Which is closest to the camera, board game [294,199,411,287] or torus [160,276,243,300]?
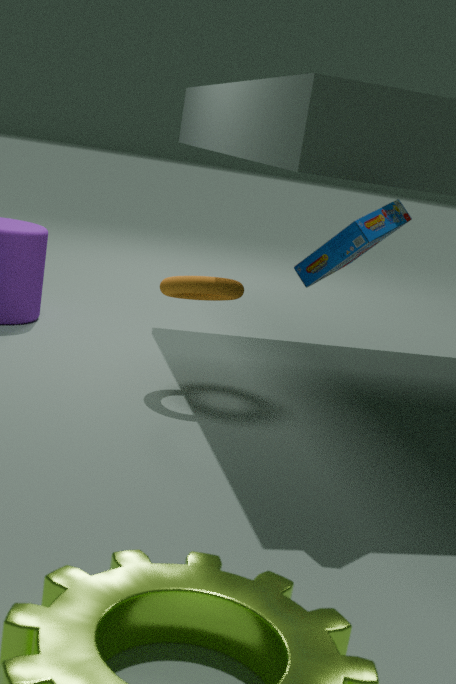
board game [294,199,411,287]
